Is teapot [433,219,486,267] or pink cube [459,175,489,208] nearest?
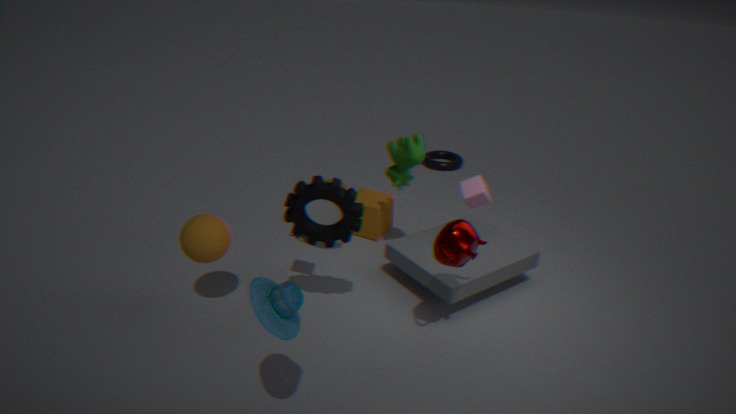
teapot [433,219,486,267]
